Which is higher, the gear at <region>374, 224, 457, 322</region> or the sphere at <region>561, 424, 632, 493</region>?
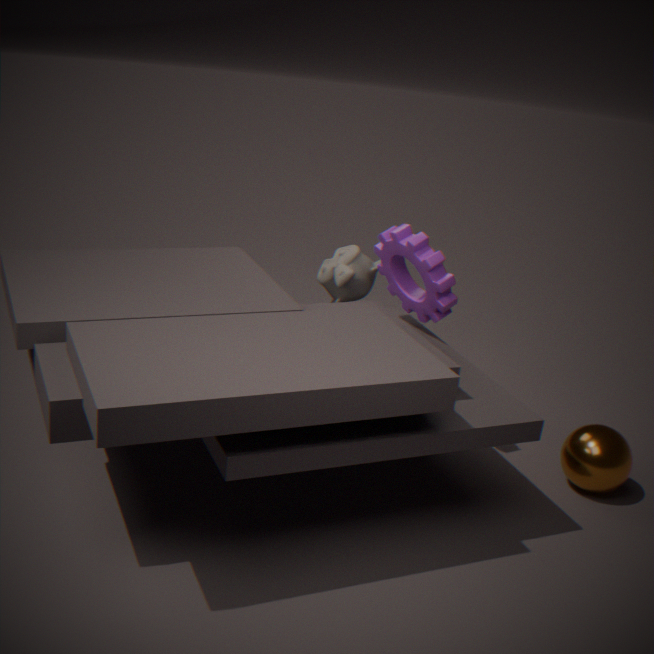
the gear at <region>374, 224, 457, 322</region>
